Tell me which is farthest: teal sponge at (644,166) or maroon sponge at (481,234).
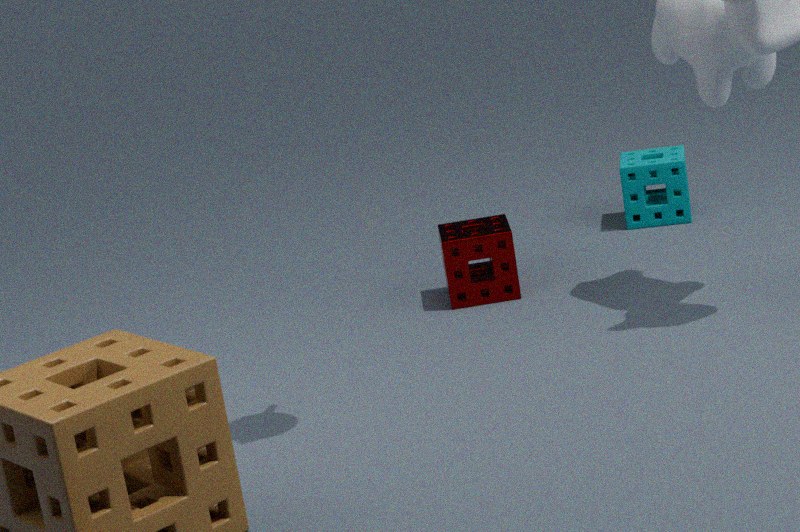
teal sponge at (644,166)
